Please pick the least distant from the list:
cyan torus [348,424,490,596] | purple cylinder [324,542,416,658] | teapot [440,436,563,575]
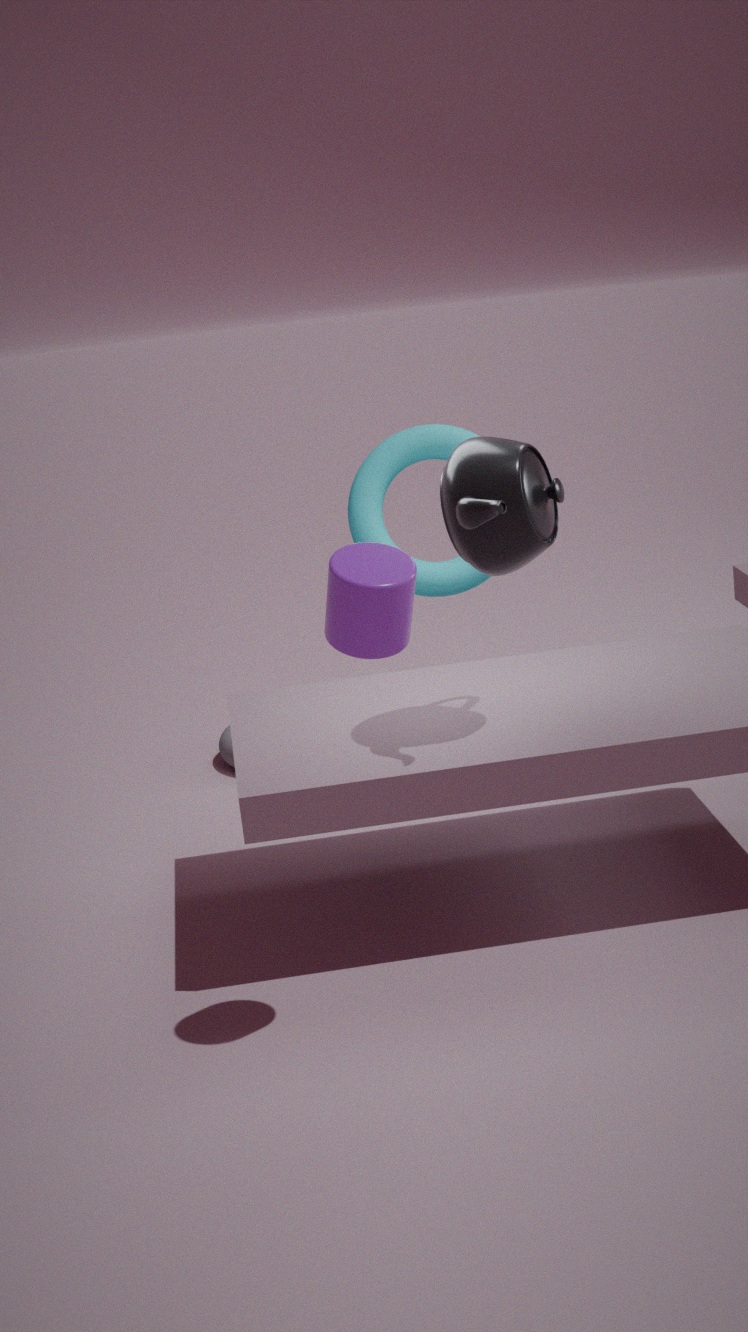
purple cylinder [324,542,416,658]
